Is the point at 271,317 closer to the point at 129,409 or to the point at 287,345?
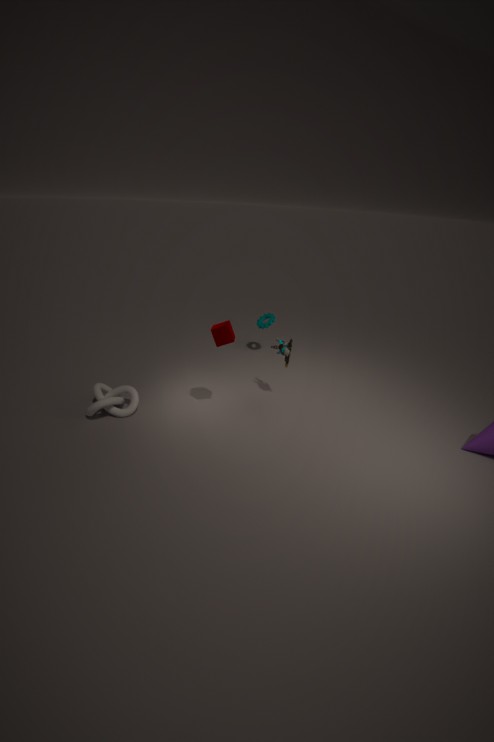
the point at 287,345
